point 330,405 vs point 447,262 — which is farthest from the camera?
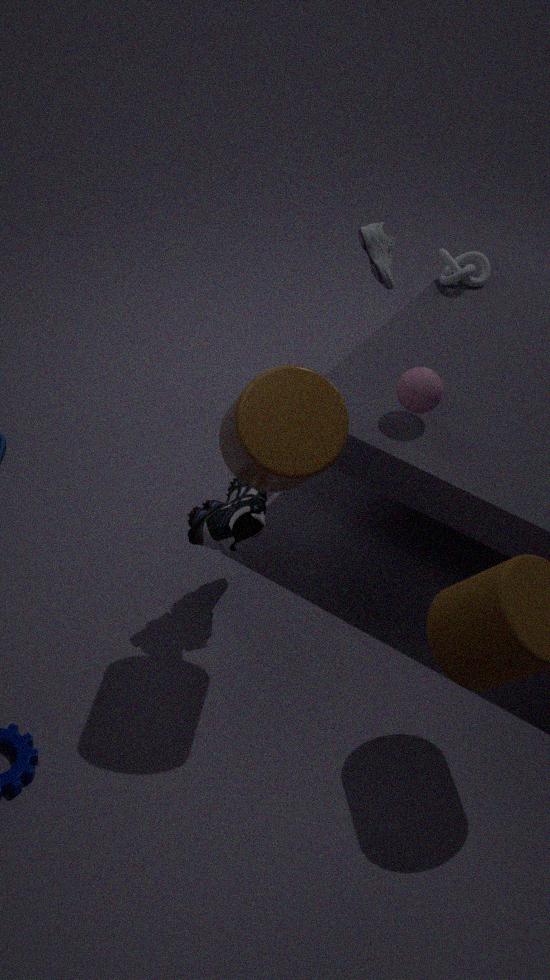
point 447,262
